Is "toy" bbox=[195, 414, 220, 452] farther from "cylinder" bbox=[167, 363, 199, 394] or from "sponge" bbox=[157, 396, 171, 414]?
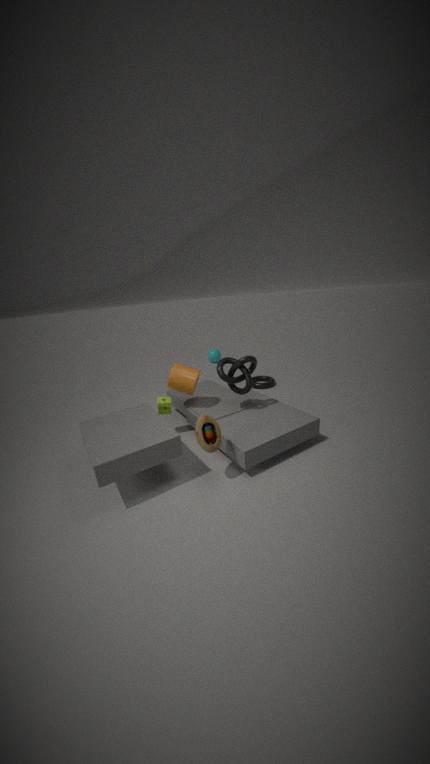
"sponge" bbox=[157, 396, 171, 414]
